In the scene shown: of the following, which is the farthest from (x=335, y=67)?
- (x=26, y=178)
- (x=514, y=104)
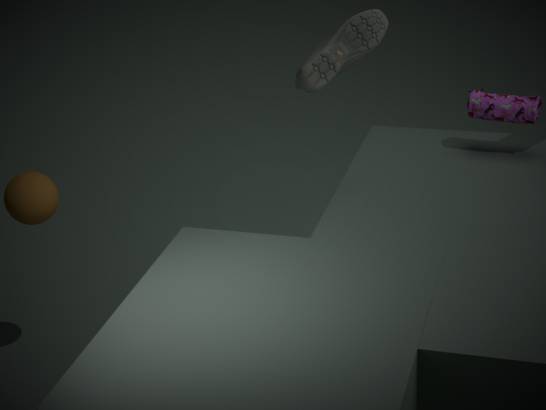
(x=26, y=178)
